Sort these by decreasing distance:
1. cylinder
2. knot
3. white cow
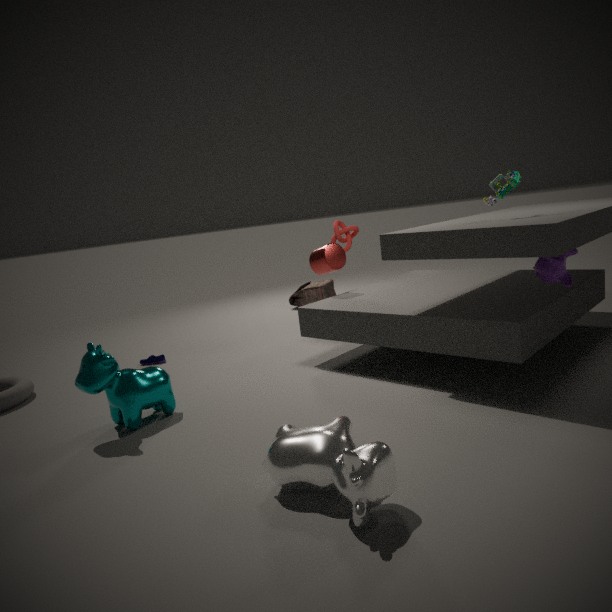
knot < cylinder < white cow
